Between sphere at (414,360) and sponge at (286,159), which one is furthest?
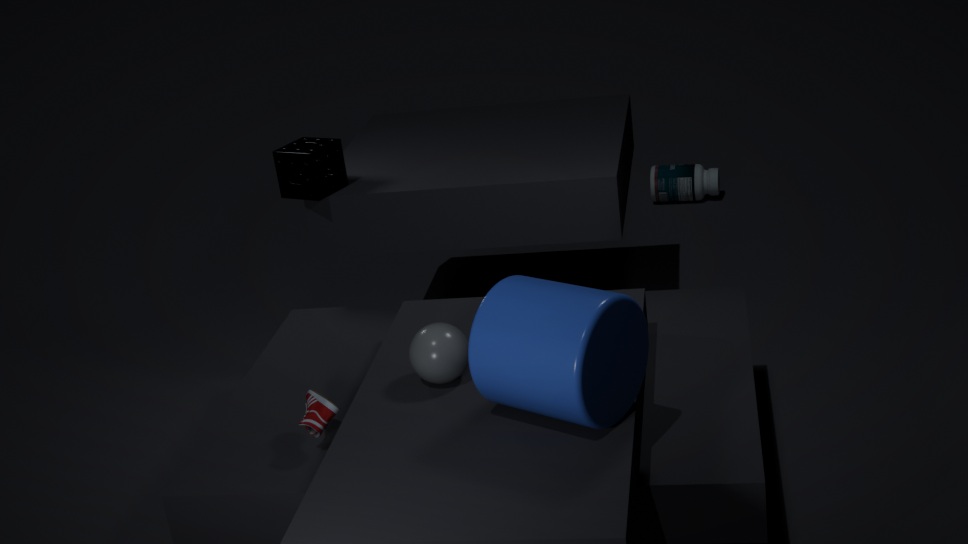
sponge at (286,159)
